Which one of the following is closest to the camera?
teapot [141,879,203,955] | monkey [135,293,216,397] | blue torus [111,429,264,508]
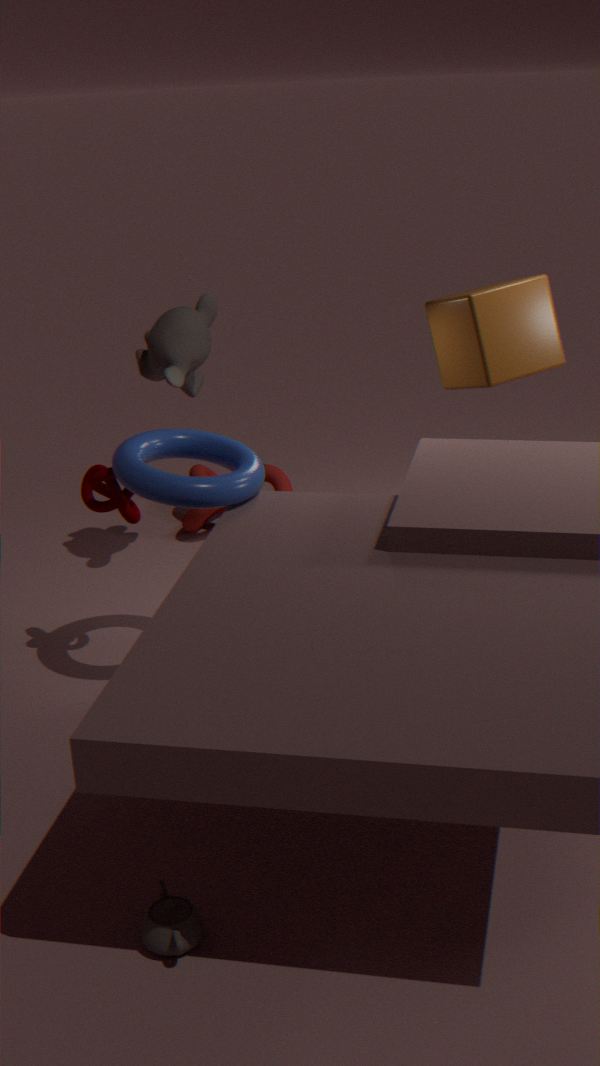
teapot [141,879,203,955]
